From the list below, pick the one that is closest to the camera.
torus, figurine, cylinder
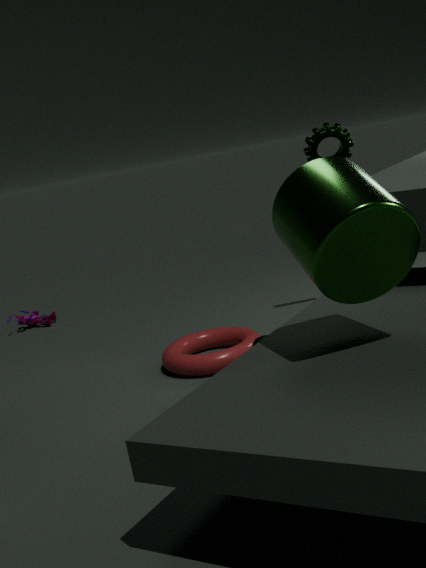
cylinder
